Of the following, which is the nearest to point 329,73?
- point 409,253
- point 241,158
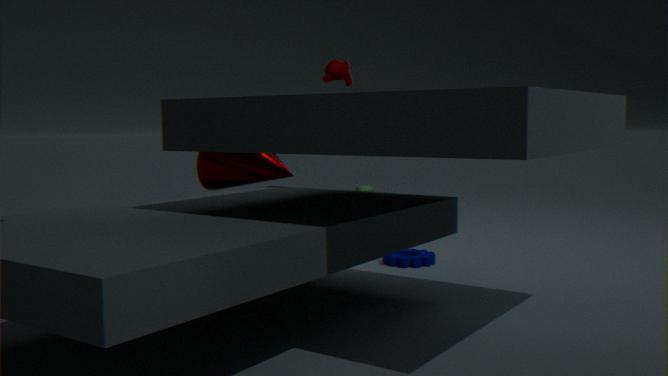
point 241,158
